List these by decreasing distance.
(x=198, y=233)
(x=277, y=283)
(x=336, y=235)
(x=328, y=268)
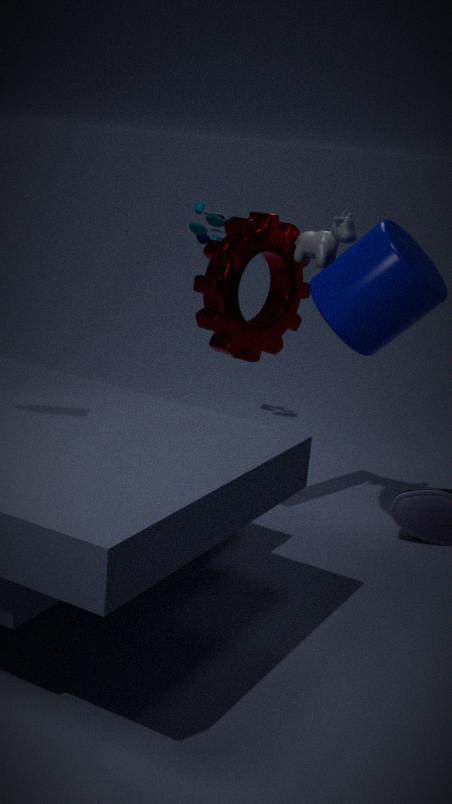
(x=198, y=233), (x=277, y=283), (x=336, y=235), (x=328, y=268)
